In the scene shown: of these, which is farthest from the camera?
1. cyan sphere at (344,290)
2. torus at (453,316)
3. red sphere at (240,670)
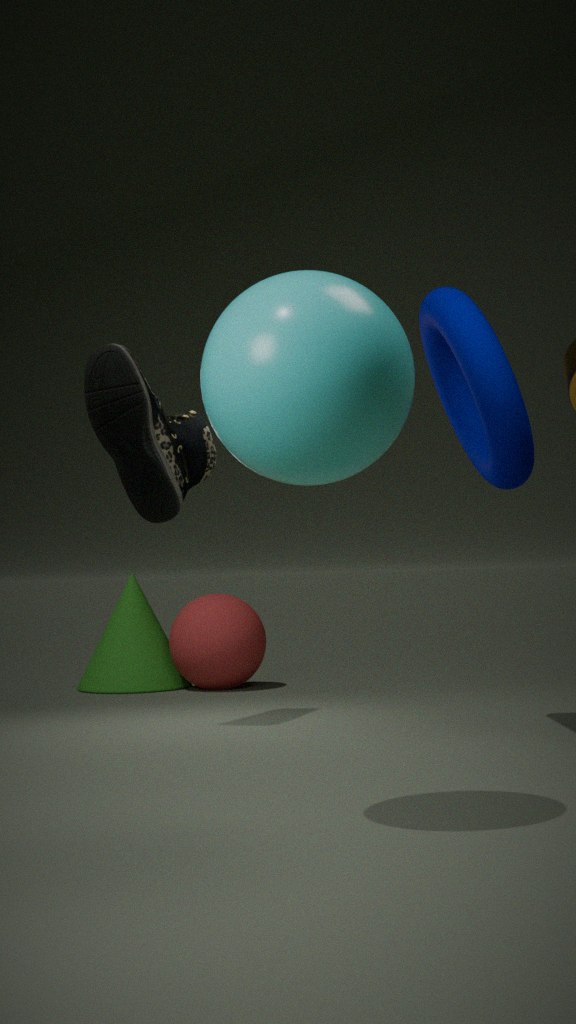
red sphere at (240,670)
